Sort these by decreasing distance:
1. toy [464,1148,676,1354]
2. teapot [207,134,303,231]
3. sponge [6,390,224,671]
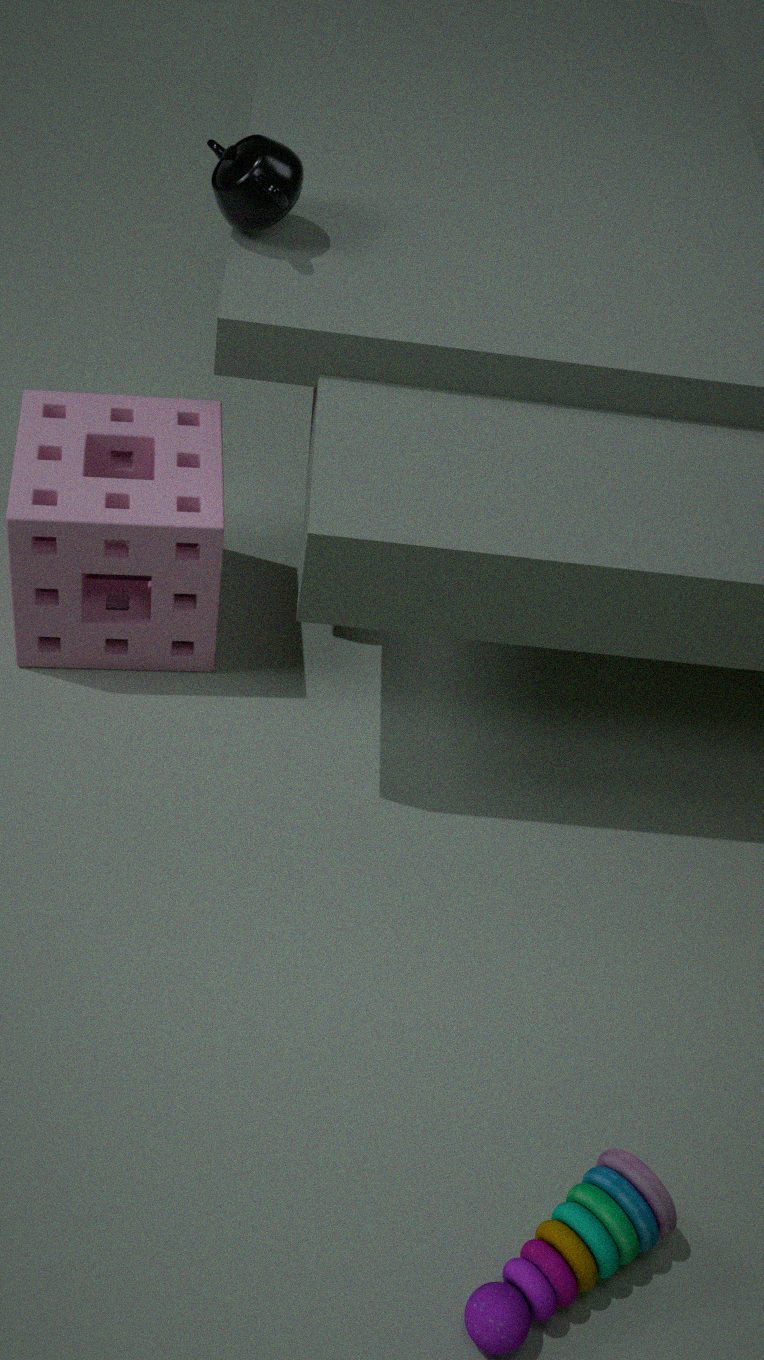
sponge [6,390,224,671] → teapot [207,134,303,231] → toy [464,1148,676,1354]
